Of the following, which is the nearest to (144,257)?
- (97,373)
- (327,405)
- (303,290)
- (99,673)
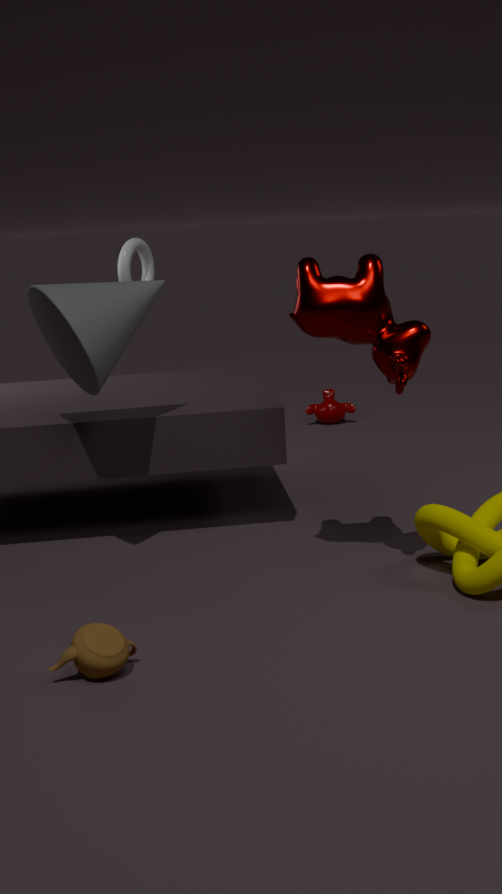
(97,373)
